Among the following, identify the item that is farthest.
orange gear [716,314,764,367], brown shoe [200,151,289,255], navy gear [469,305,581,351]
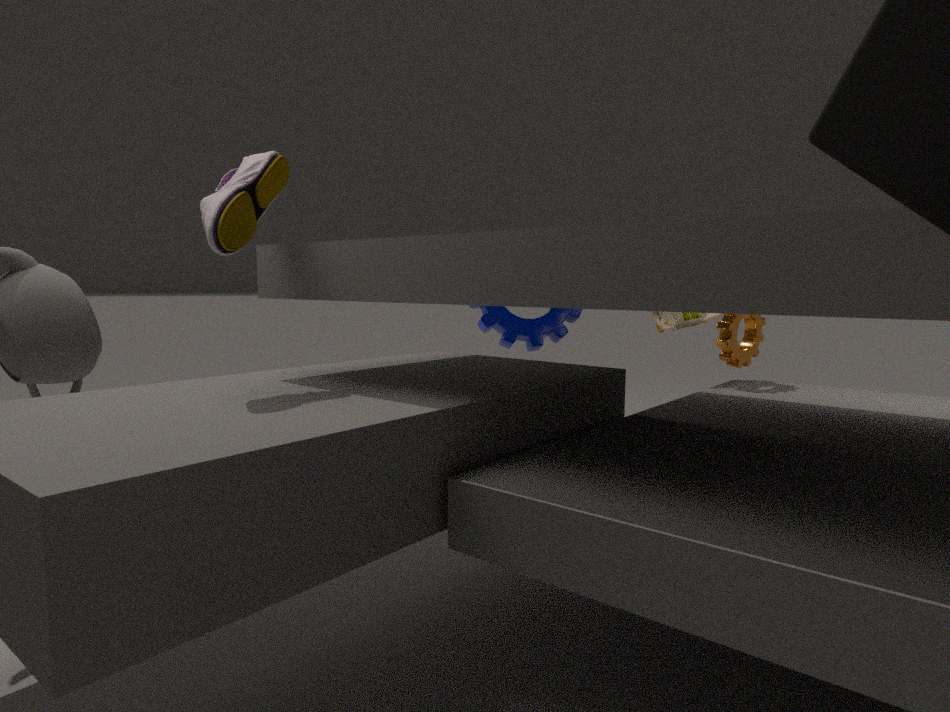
navy gear [469,305,581,351]
